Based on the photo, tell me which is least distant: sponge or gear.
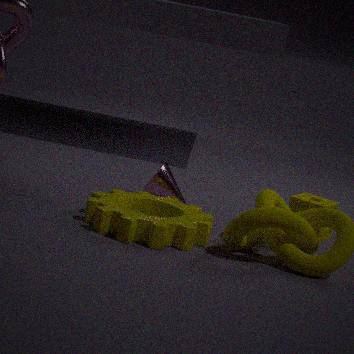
gear
